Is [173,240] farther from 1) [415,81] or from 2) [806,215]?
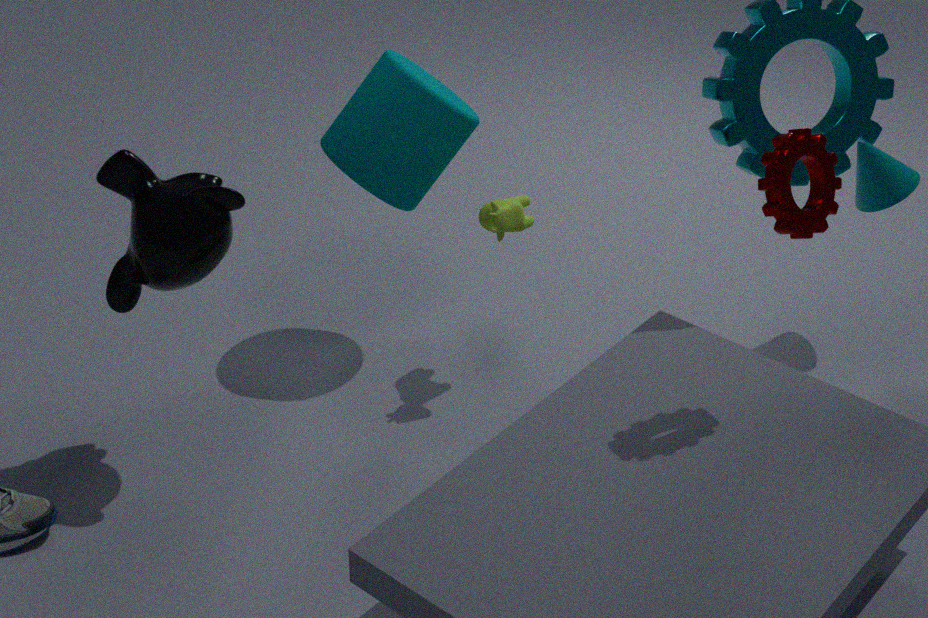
2) [806,215]
